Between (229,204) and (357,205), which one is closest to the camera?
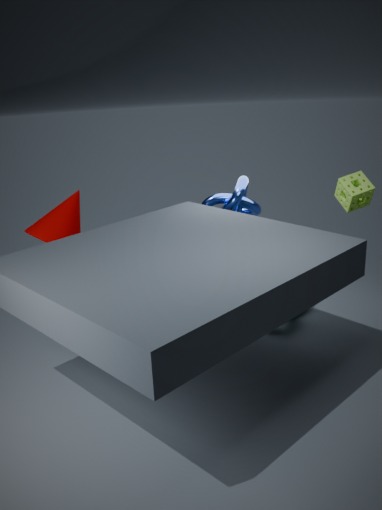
(357,205)
